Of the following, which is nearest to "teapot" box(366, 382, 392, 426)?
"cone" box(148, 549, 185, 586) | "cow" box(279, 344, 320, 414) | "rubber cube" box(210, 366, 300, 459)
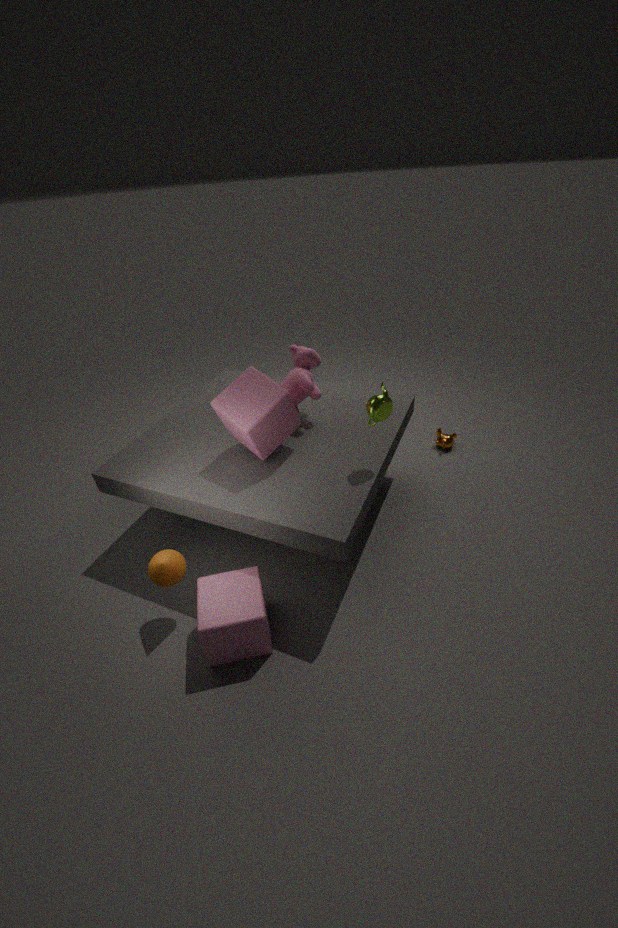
"rubber cube" box(210, 366, 300, 459)
